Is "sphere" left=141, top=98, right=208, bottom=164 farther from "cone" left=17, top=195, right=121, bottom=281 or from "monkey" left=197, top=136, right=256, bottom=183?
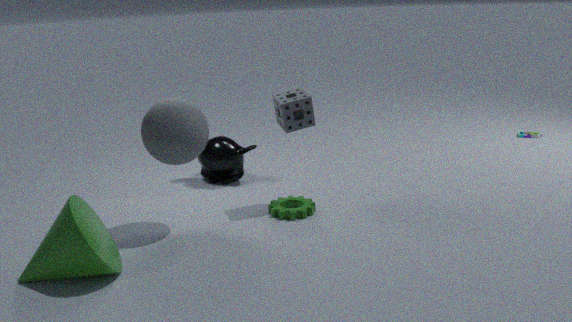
"monkey" left=197, top=136, right=256, bottom=183
